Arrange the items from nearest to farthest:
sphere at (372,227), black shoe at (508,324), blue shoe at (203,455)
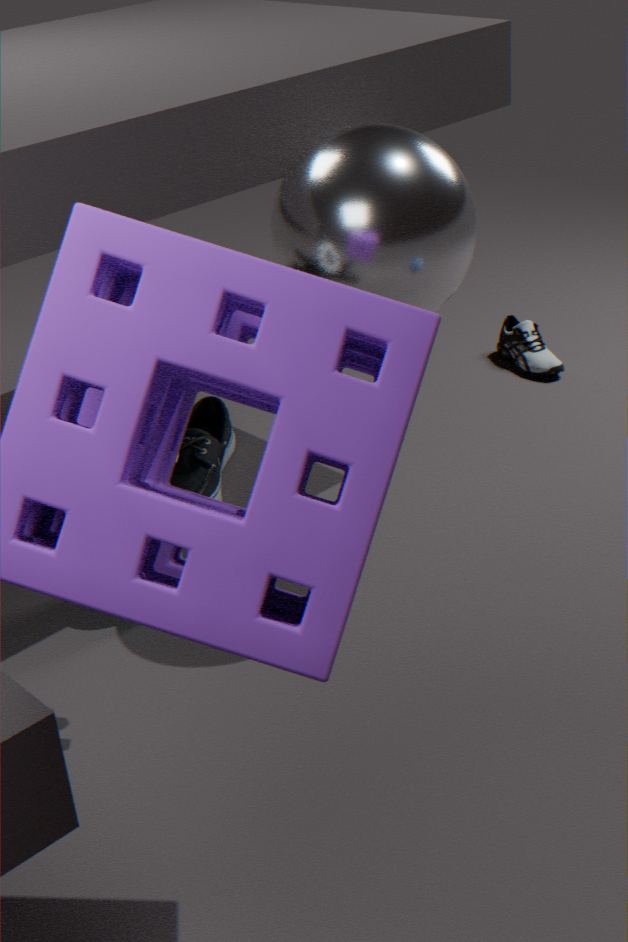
sphere at (372,227) < blue shoe at (203,455) < black shoe at (508,324)
